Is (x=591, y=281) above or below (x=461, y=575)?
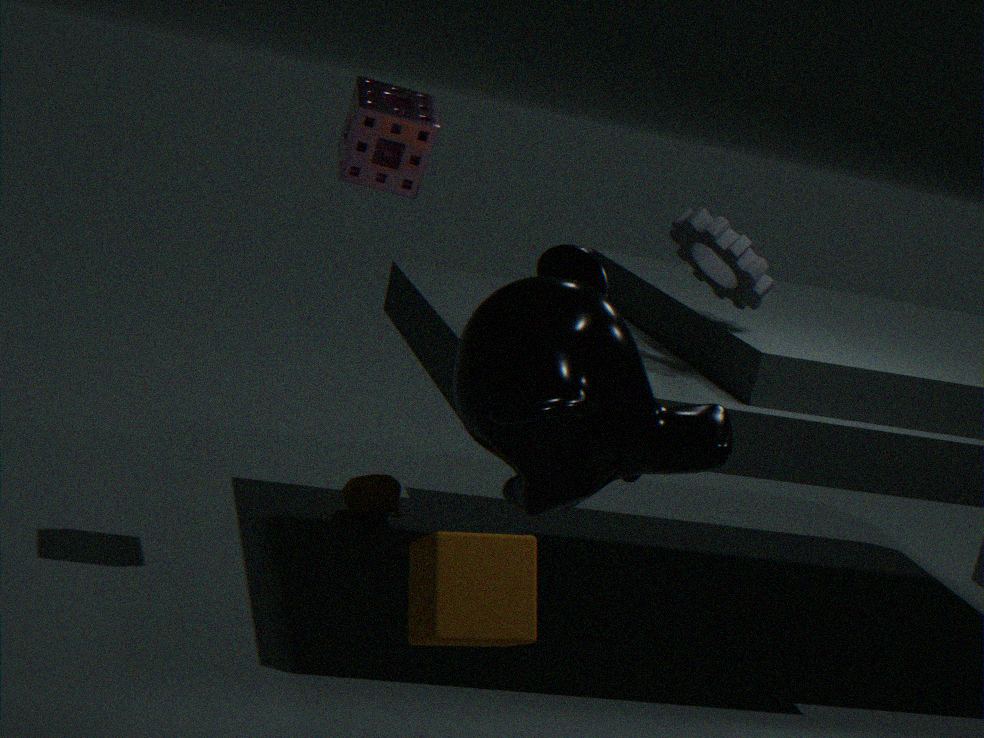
above
